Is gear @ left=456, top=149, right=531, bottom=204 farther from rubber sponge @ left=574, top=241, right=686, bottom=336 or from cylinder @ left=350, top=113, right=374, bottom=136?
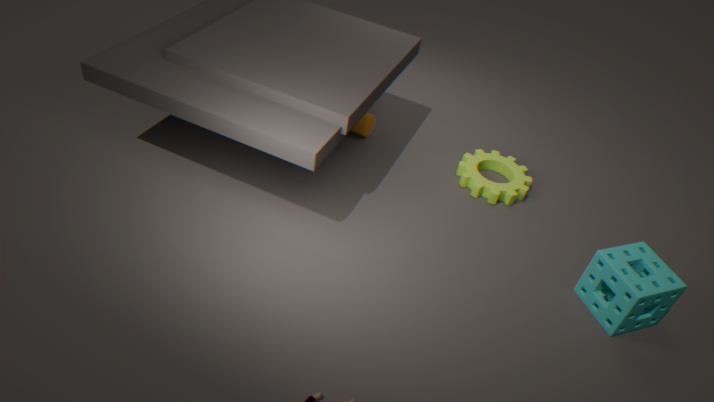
rubber sponge @ left=574, top=241, right=686, bottom=336
